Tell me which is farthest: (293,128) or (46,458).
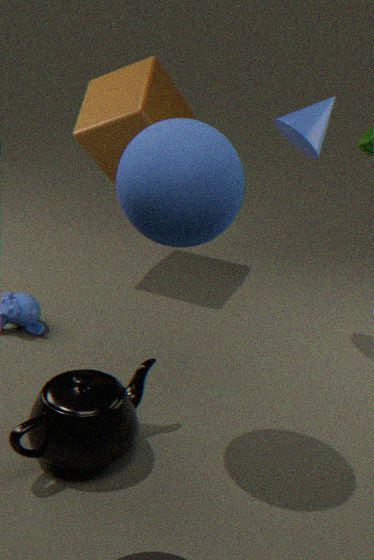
(293,128)
